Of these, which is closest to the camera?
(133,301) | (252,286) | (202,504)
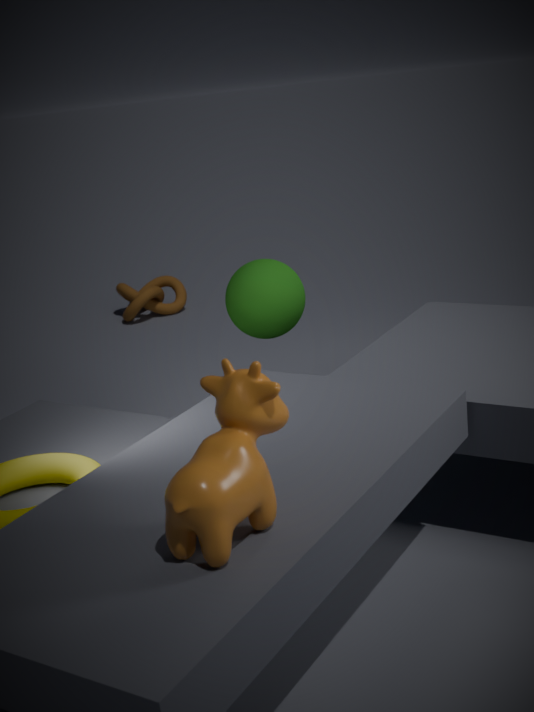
(202,504)
